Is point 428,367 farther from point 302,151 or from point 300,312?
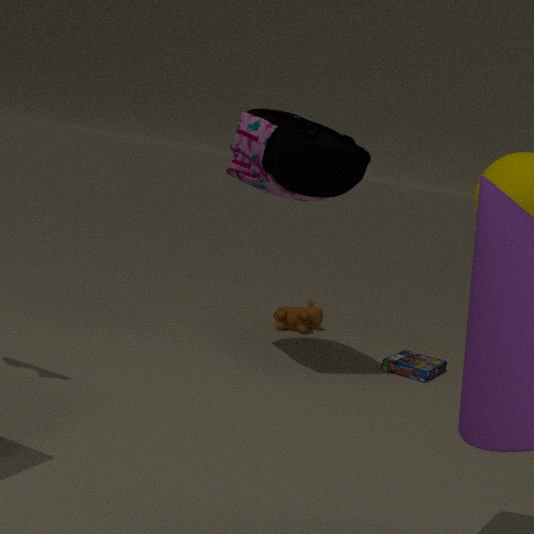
point 302,151
